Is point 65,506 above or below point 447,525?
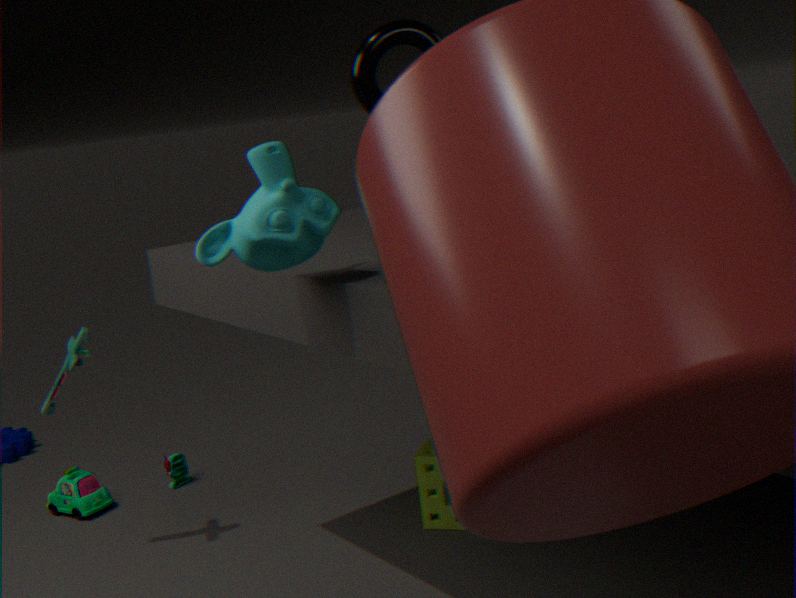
below
